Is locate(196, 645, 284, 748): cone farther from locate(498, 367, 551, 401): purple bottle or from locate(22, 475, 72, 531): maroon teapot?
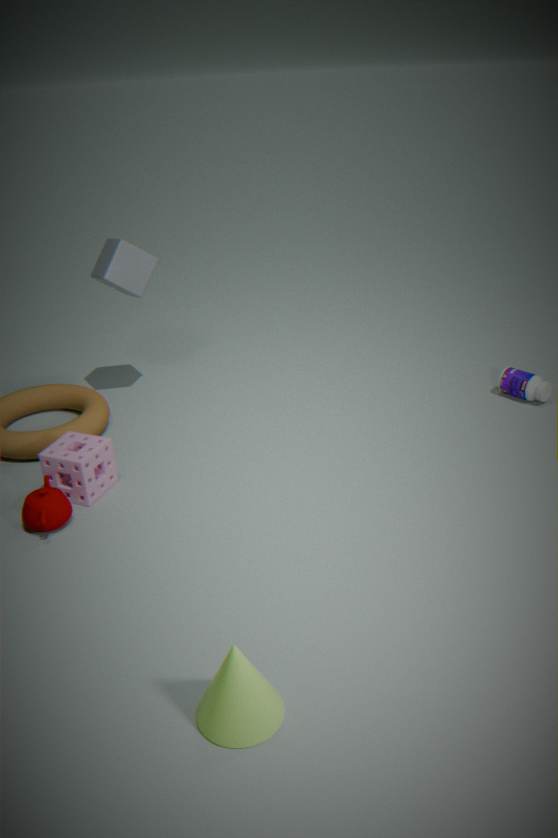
locate(498, 367, 551, 401): purple bottle
